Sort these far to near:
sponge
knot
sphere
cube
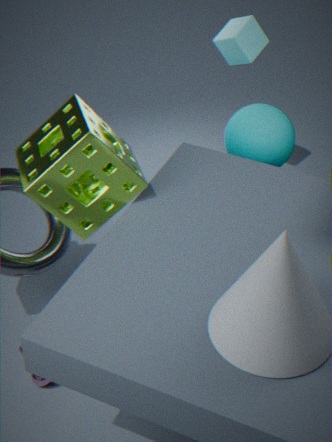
cube
sphere
knot
sponge
